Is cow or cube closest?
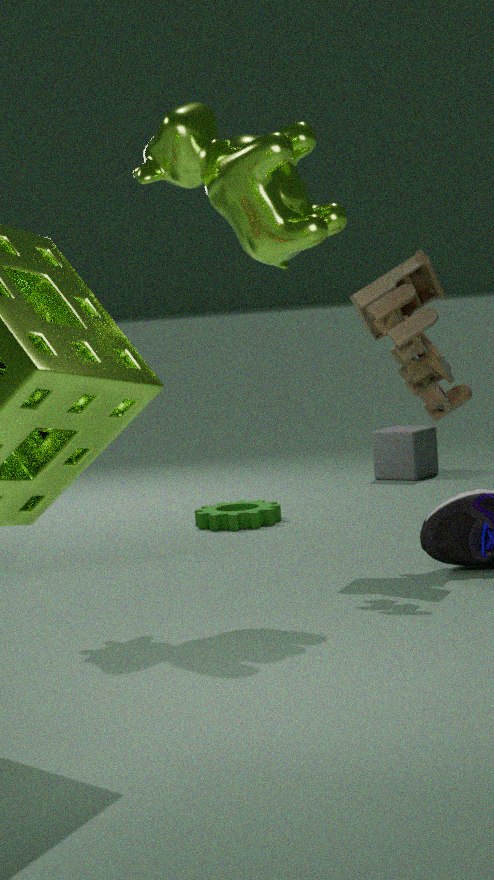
cow
